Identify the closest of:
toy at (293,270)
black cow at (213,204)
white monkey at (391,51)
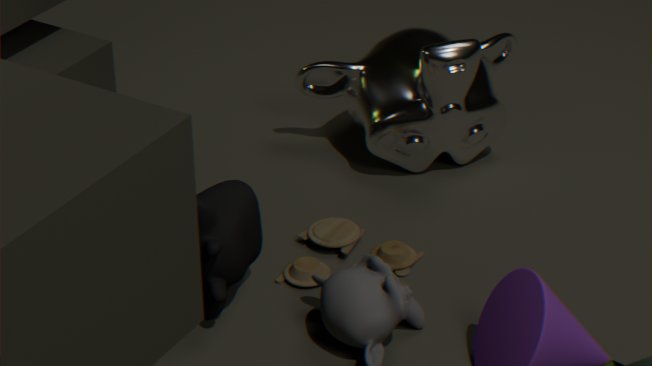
black cow at (213,204)
